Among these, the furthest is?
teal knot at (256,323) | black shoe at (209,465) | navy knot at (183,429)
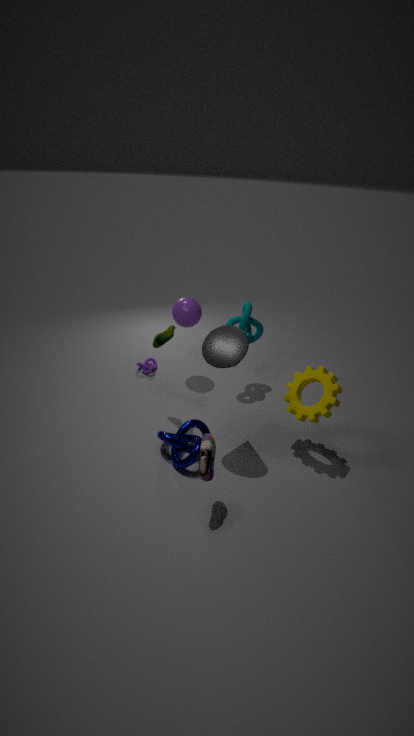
teal knot at (256,323)
